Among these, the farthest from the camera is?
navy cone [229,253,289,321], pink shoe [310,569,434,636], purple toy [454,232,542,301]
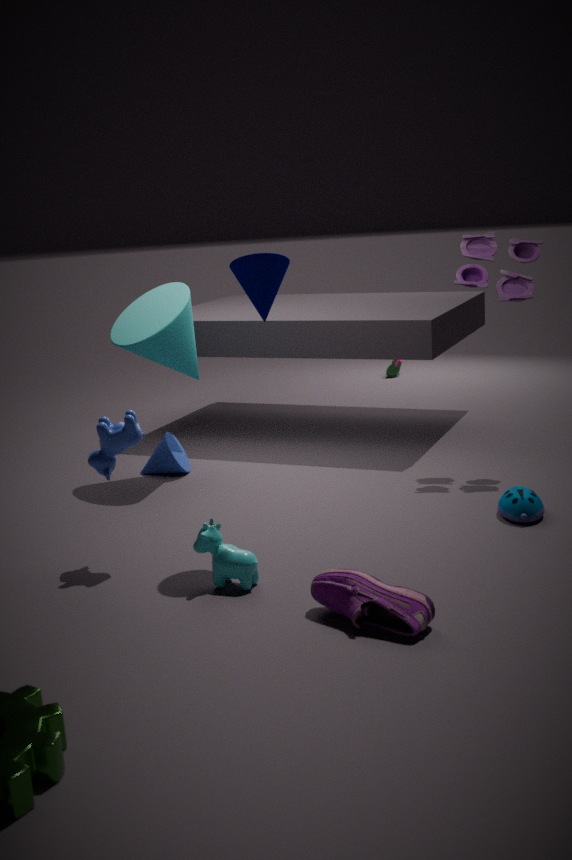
purple toy [454,232,542,301]
